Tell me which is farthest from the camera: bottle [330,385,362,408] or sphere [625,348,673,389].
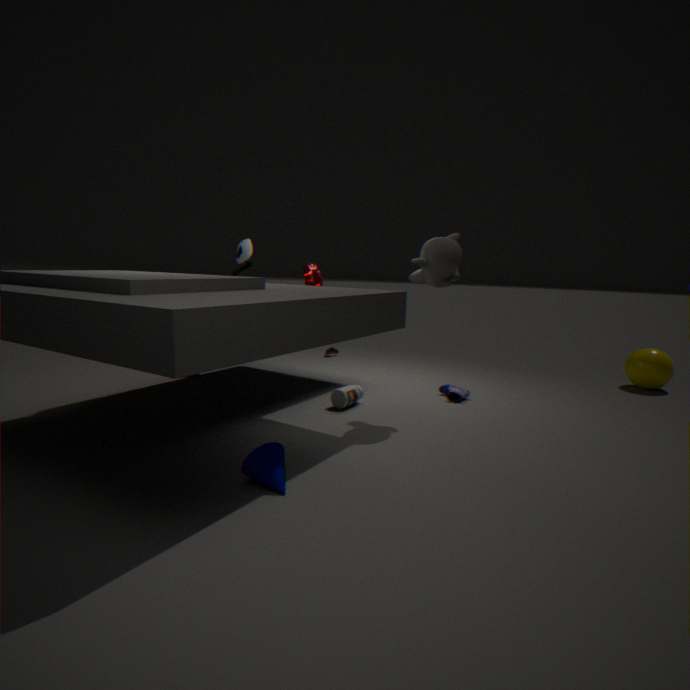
sphere [625,348,673,389]
